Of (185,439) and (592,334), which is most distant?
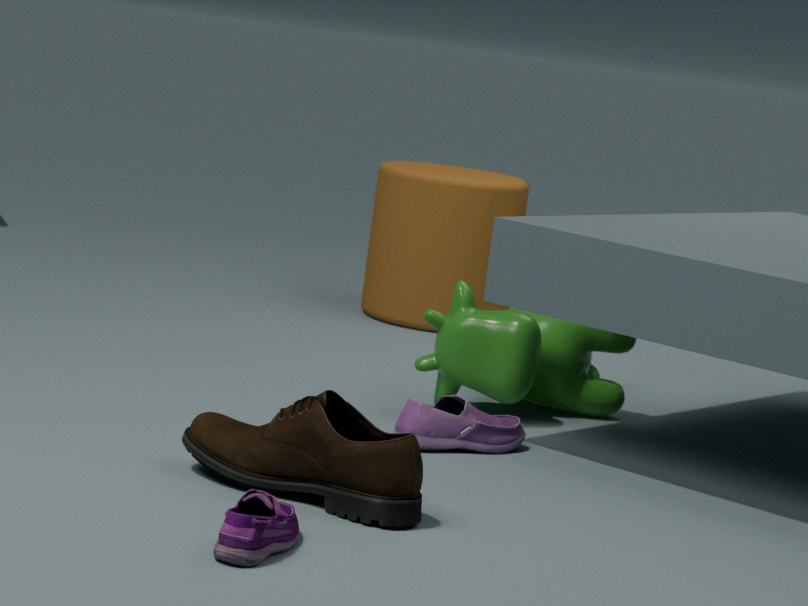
(592,334)
